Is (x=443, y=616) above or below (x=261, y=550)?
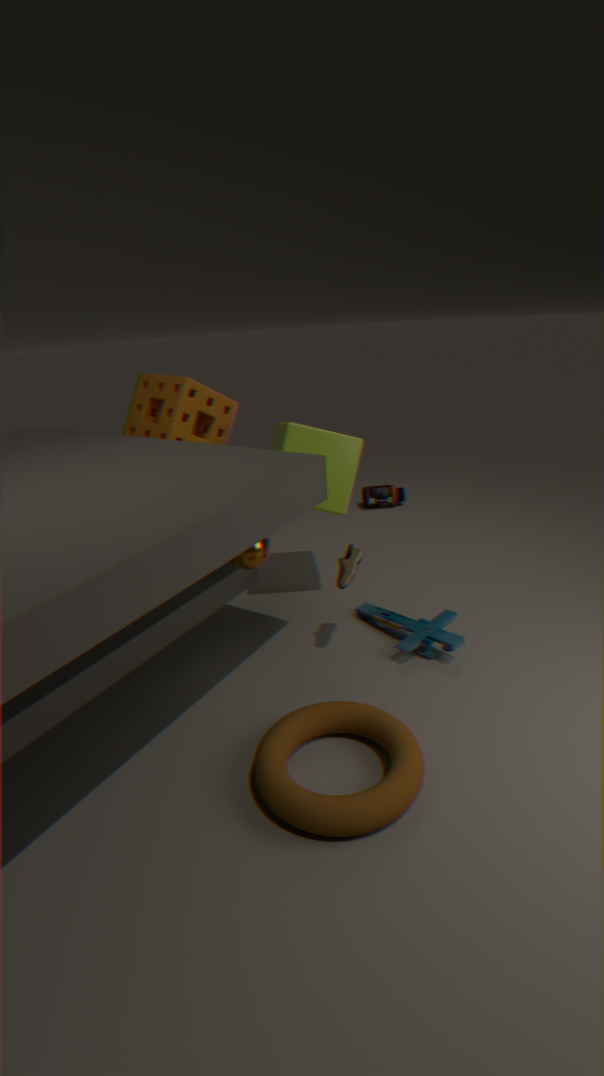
below
